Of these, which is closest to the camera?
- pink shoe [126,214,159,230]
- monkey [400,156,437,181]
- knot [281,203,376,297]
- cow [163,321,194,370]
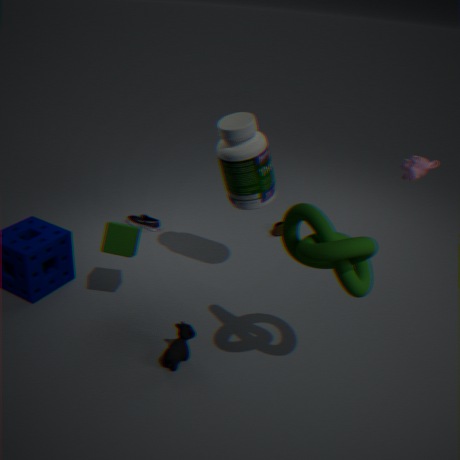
knot [281,203,376,297]
